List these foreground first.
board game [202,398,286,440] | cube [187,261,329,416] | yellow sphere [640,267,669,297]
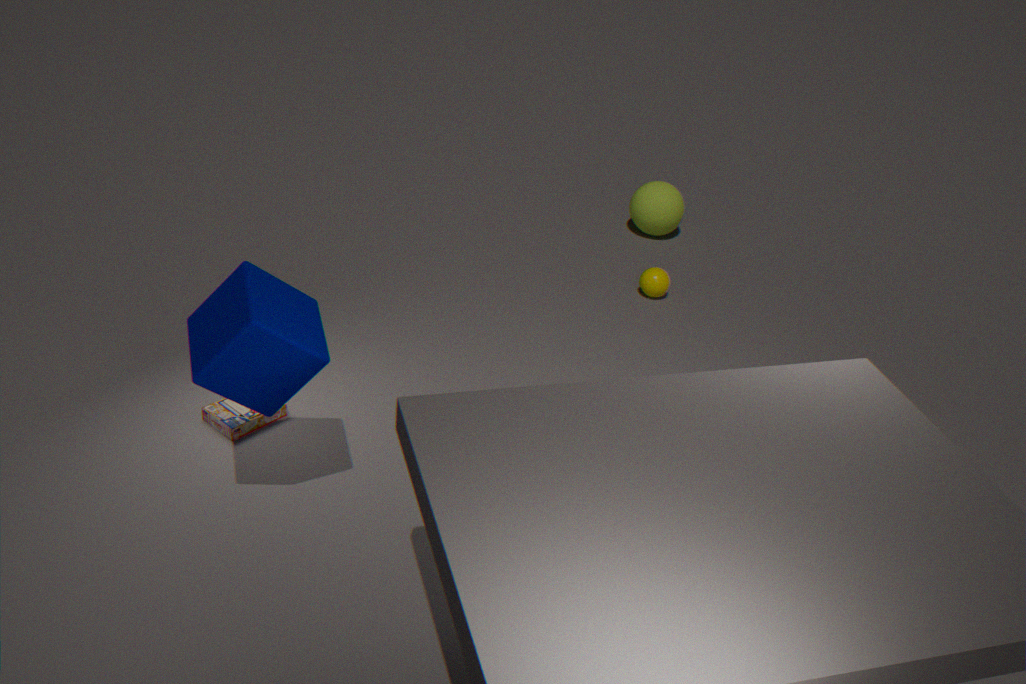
1. cube [187,261,329,416]
2. board game [202,398,286,440]
3. yellow sphere [640,267,669,297]
